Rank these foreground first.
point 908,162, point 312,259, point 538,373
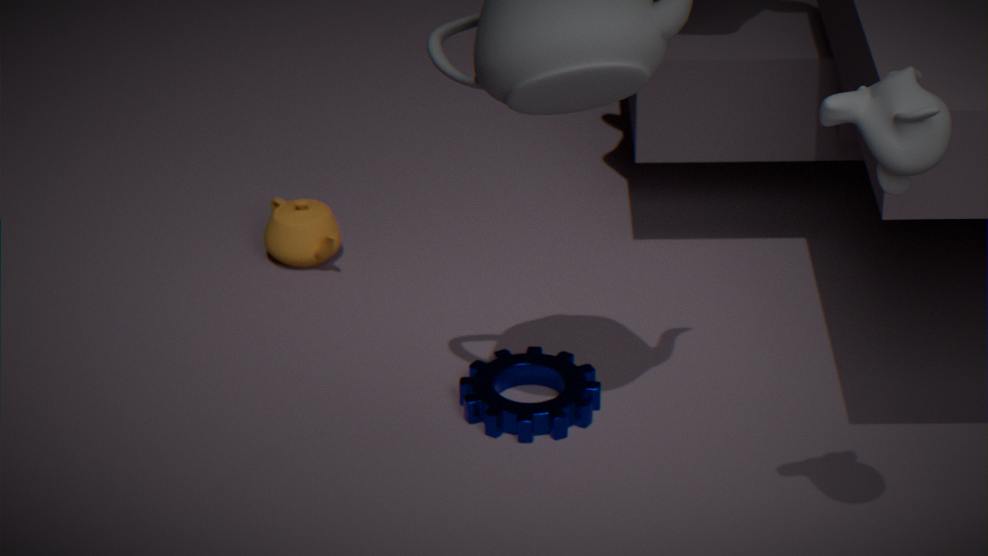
1. point 908,162
2. point 538,373
3. point 312,259
